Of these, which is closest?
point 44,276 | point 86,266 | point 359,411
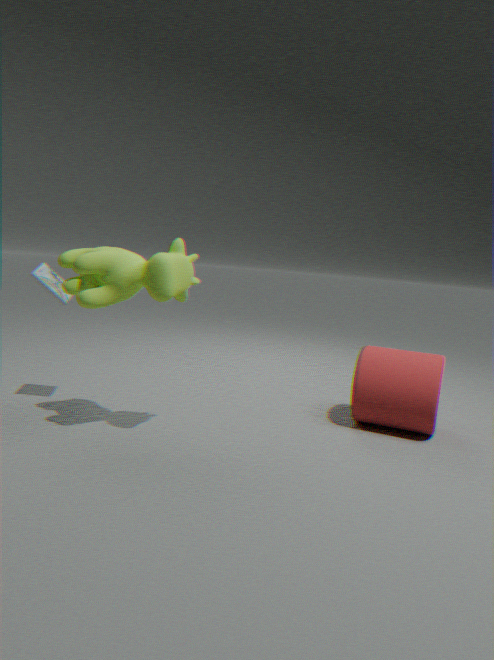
point 86,266
